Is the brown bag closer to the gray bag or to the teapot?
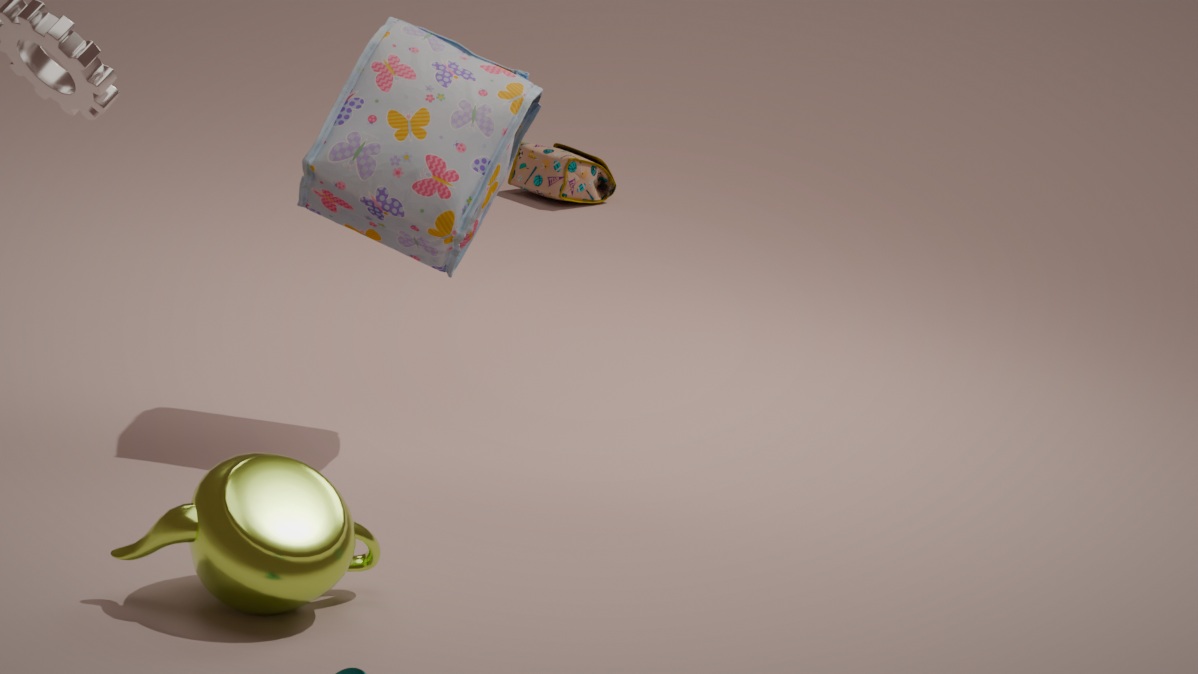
the gray bag
